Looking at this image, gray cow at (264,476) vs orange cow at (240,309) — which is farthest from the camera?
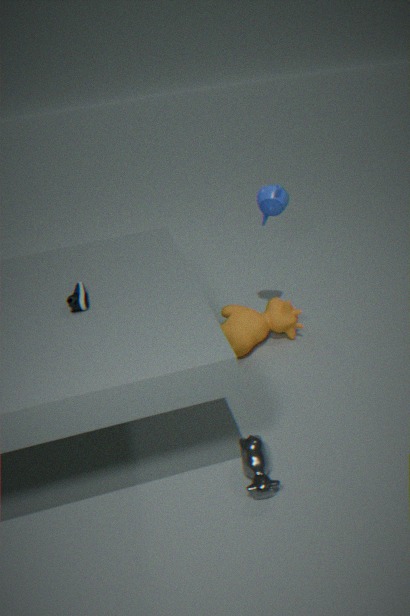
orange cow at (240,309)
